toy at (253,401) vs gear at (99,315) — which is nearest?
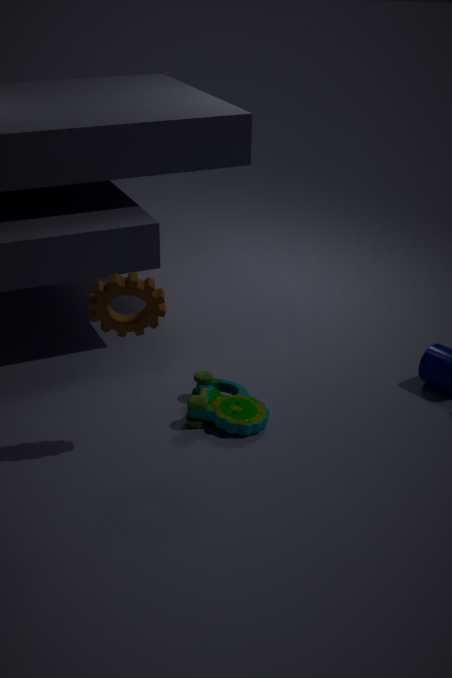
gear at (99,315)
